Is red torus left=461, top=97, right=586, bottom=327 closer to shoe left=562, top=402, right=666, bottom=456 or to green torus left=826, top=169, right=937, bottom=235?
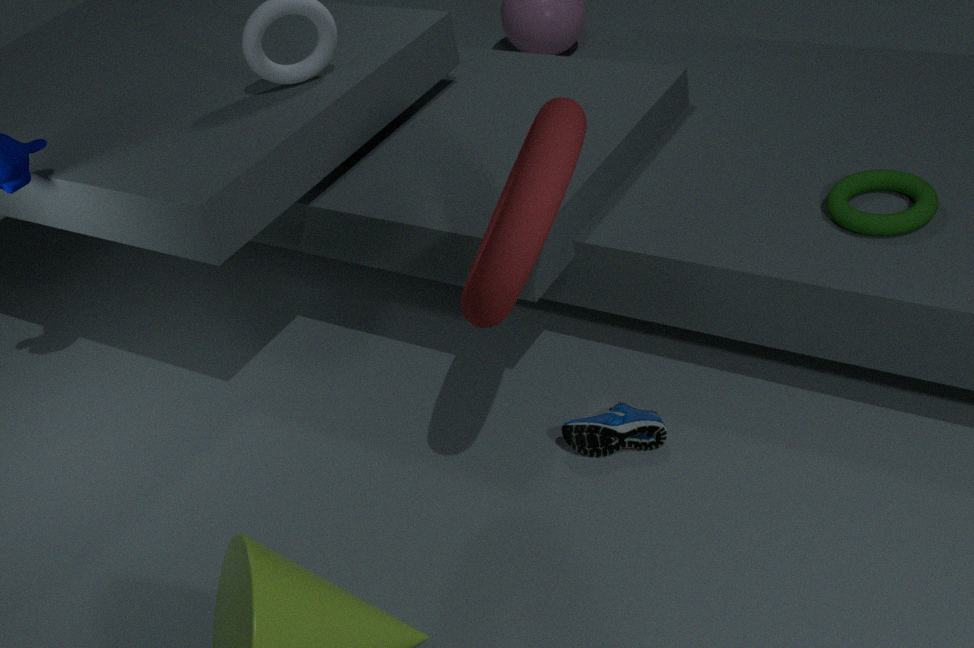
shoe left=562, top=402, right=666, bottom=456
